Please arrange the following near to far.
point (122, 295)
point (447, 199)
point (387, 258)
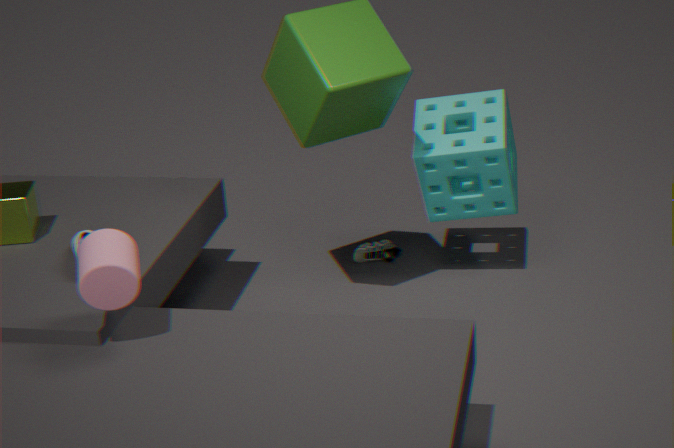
point (122, 295)
point (447, 199)
point (387, 258)
